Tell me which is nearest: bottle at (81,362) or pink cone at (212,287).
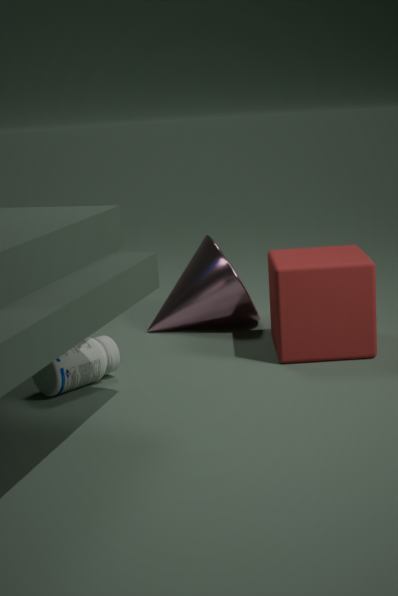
bottle at (81,362)
